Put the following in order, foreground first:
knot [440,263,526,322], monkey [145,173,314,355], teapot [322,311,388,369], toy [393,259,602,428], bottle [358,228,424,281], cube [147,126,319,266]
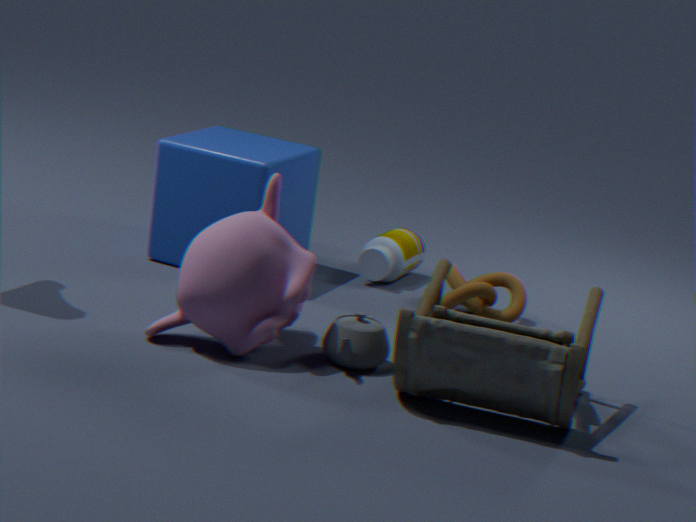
1. toy [393,259,602,428]
2. monkey [145,173,314,355]
3. teapot [322,311,388,369]
4. knot [440,263,526,322]
5. cube [147,126,319,266]
6. bottle [358,228,424,281]
